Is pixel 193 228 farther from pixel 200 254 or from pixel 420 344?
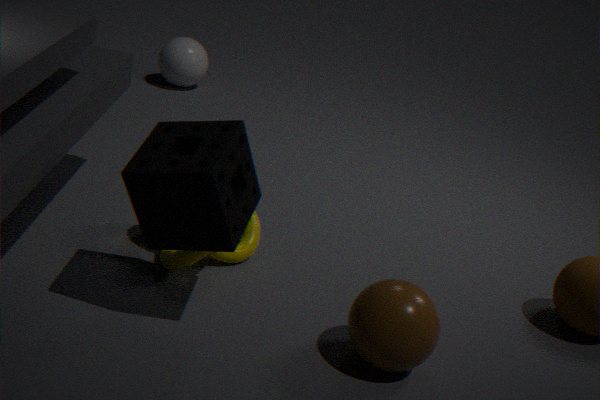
pixel 420 344
